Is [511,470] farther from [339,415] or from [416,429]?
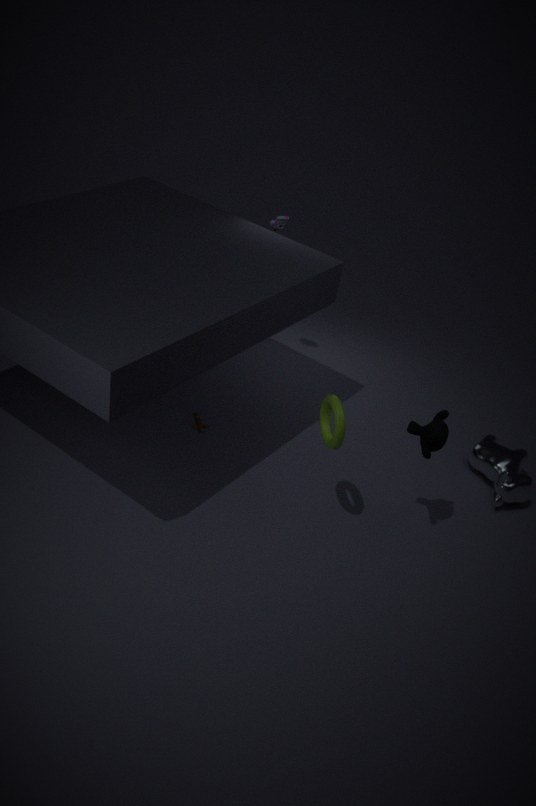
[339,415]
